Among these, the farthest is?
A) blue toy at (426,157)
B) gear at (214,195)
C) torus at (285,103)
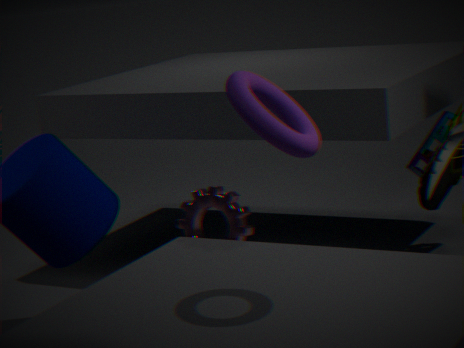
blue toy at (426,157)
